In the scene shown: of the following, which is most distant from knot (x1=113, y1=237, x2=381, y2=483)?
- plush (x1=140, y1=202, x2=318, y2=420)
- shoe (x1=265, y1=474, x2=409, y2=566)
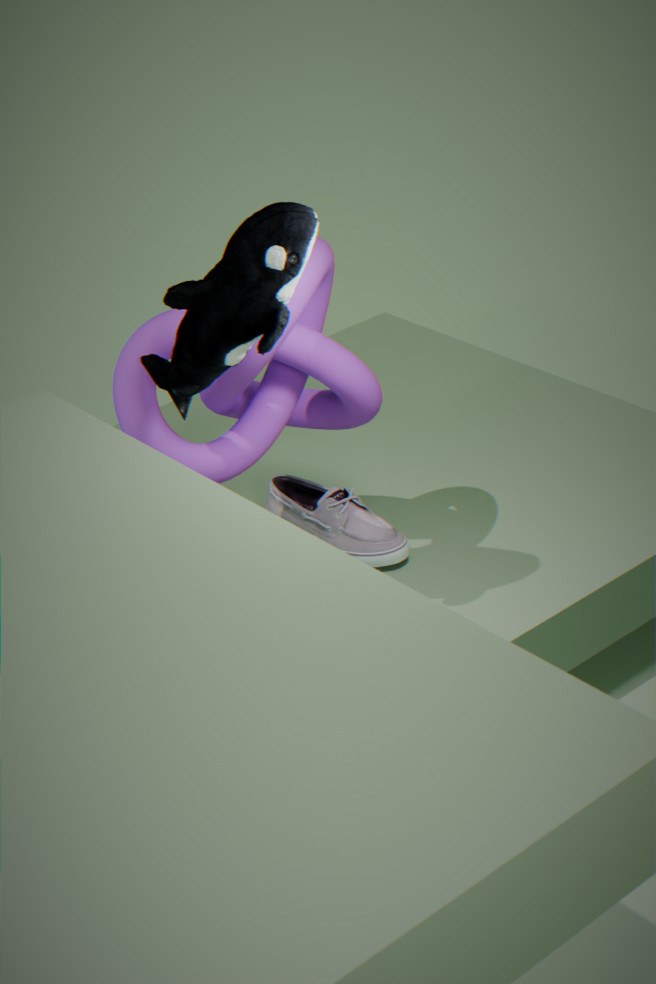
shoe (x1=265, y1=474, x2=409, y2=566)
